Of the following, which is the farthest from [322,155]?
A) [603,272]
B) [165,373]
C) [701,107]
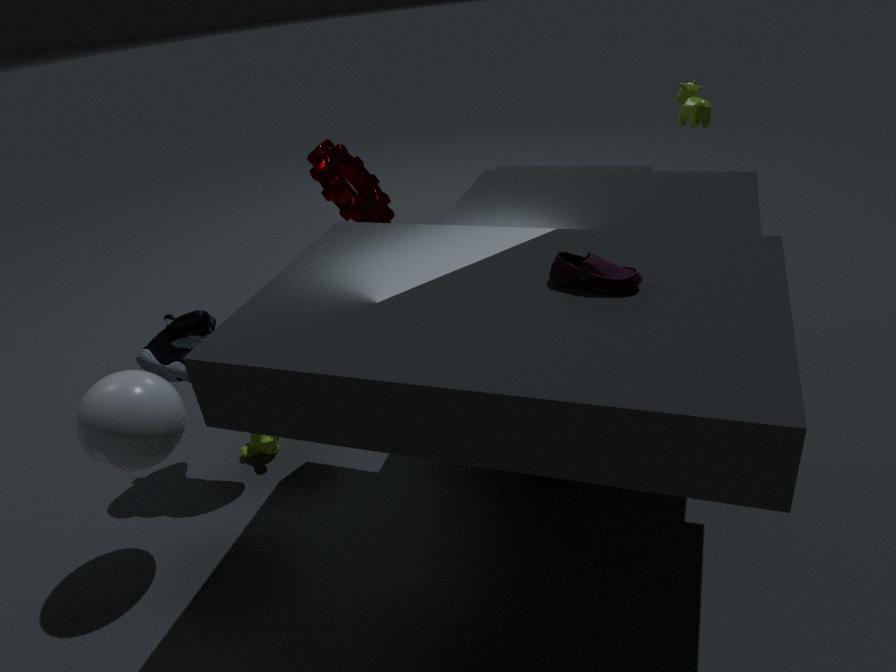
[603,272]
